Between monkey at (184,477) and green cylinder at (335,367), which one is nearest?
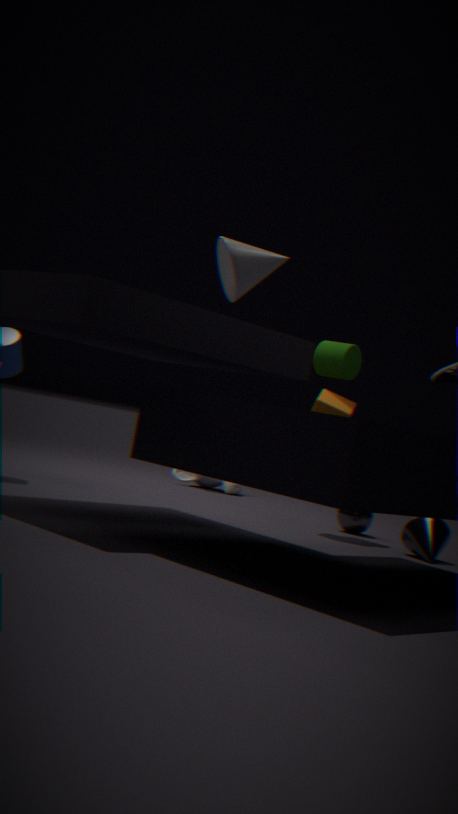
green cylinder at (335,367)
